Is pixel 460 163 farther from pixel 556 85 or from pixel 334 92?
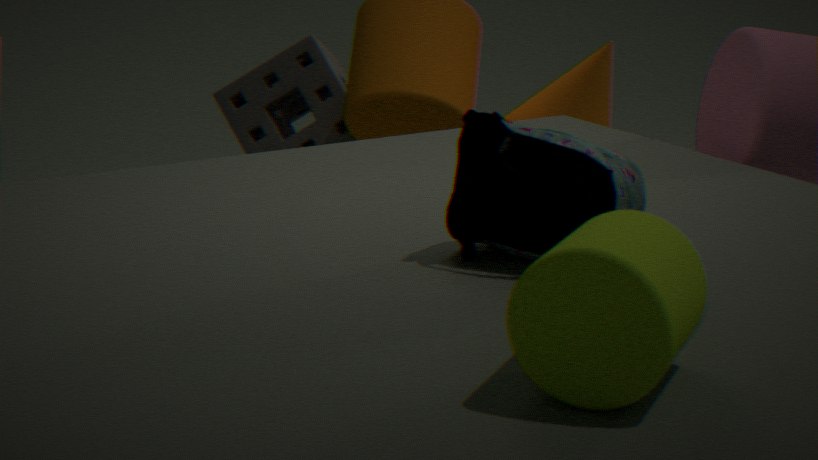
pixel 334 92
